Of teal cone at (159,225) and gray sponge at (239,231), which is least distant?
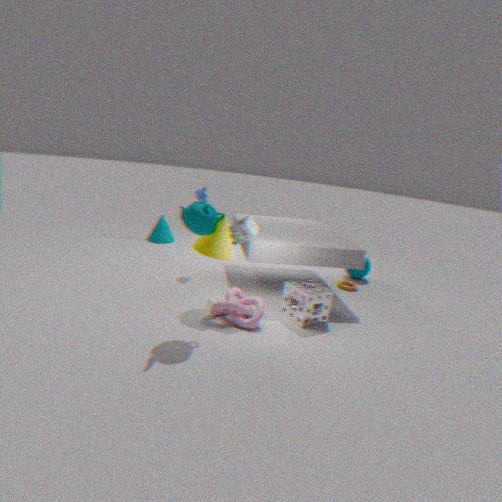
gray sponge at (239,231)
